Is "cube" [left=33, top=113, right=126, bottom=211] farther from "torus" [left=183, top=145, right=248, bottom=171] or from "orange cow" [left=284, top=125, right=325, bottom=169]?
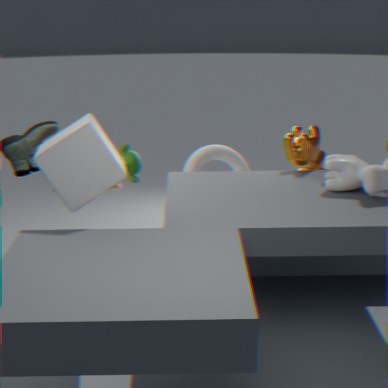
"orange cow" [left=284, top=125, right=325, bottom=169]
